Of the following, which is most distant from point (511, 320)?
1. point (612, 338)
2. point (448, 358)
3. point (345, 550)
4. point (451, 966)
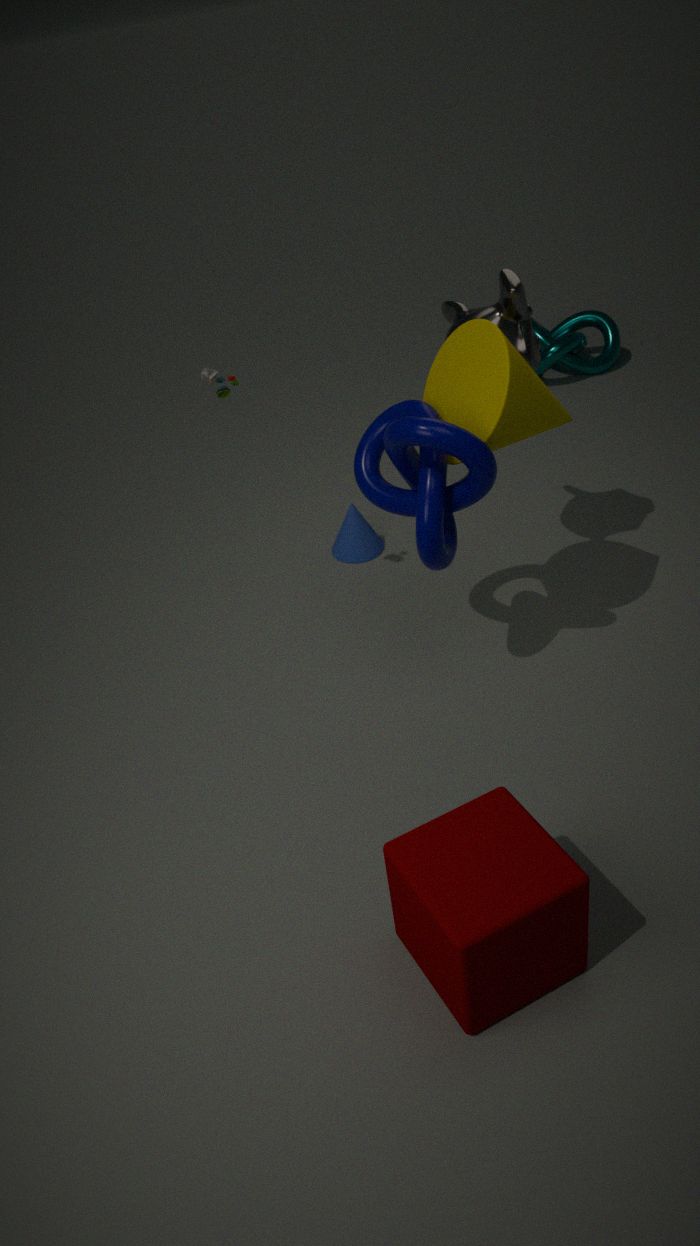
point (612, 338)
